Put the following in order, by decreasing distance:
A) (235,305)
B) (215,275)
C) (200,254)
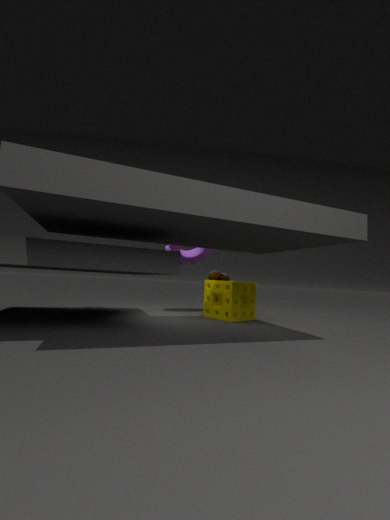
1. (200,254)
2. (215,275)
3. (235,305)
